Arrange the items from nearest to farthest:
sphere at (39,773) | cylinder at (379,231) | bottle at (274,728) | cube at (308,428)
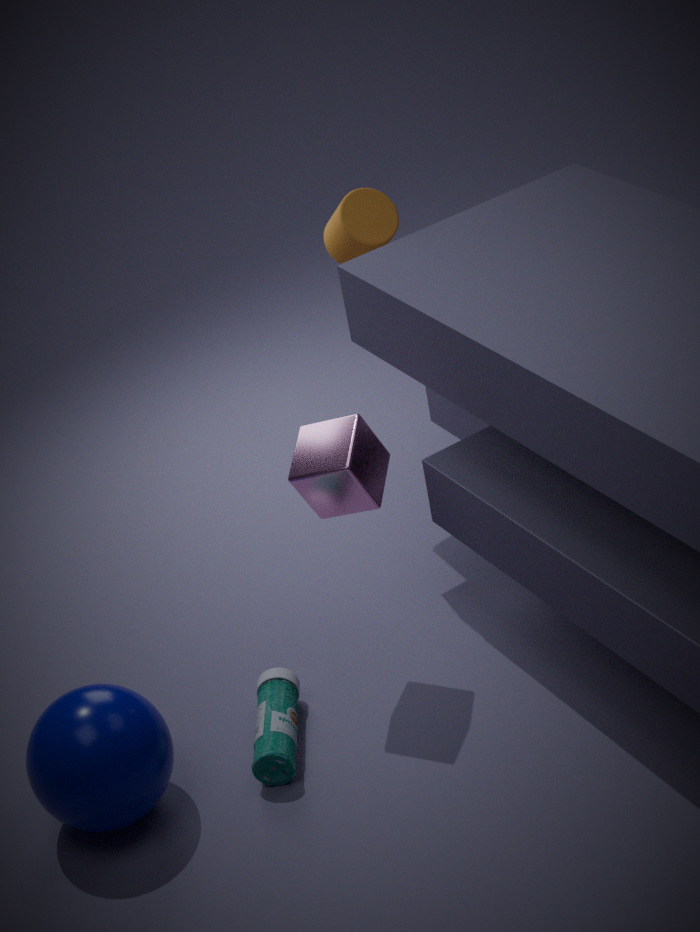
sphere at (39,773), bottle at (274,728), cube at (308,428), cylinder at (379,231)
